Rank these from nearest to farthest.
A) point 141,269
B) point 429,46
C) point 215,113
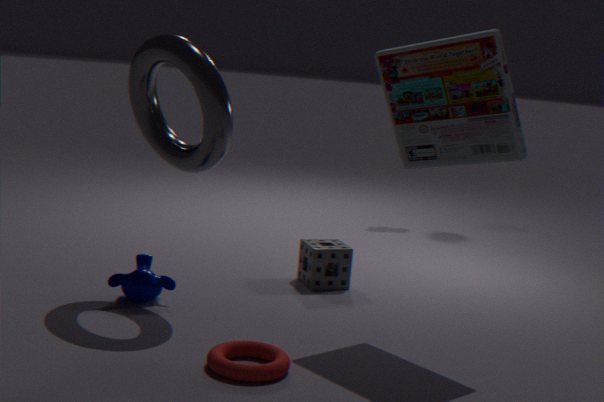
→ point 429,46 → point 215,113 → point 141,269
